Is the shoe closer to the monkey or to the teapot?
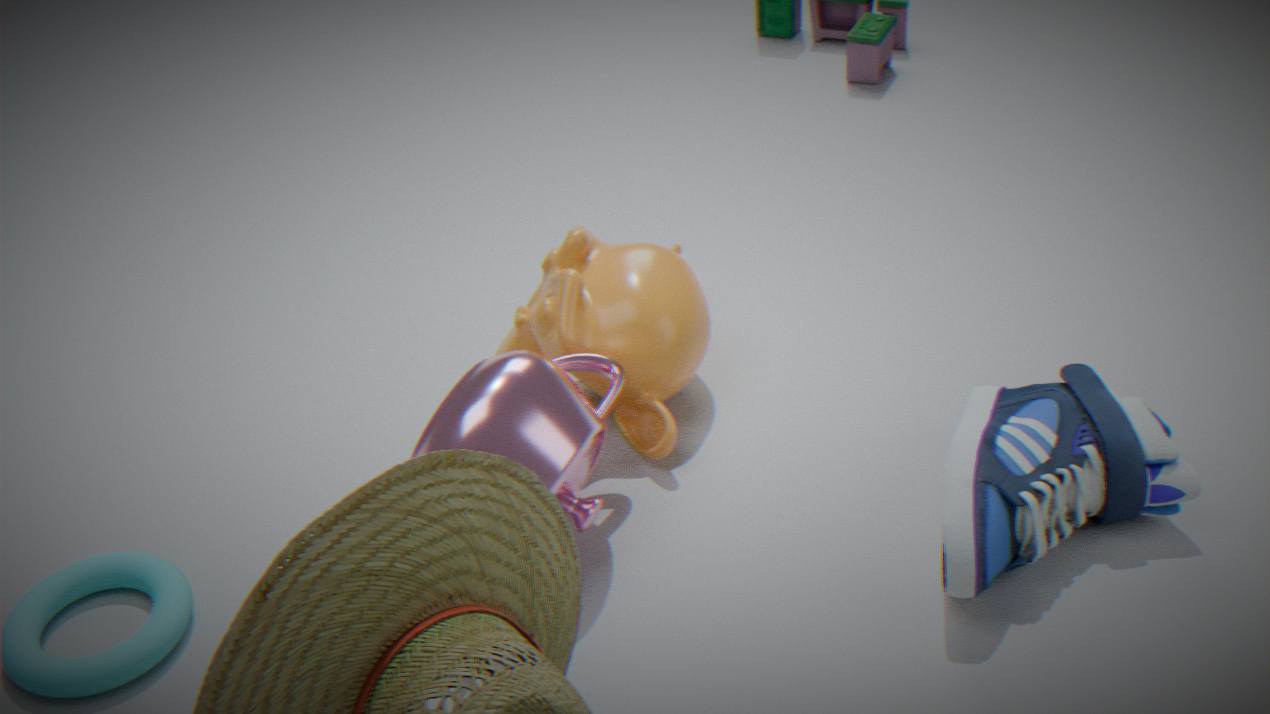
the monkey
